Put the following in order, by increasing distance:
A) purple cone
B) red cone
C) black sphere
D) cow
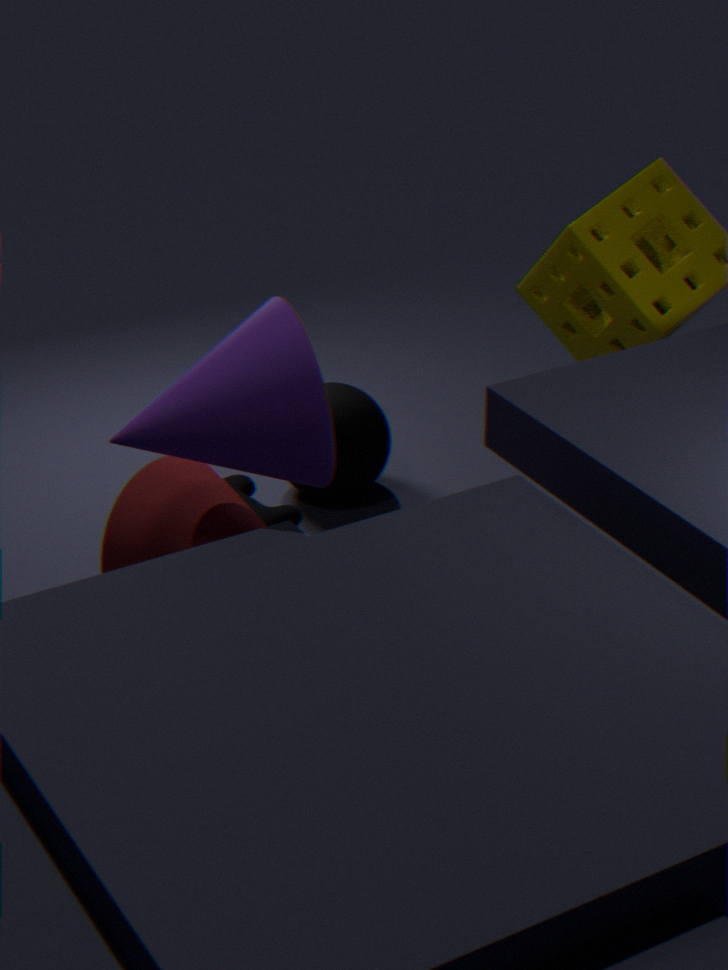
purple cone < red cone < cow < black sphere
